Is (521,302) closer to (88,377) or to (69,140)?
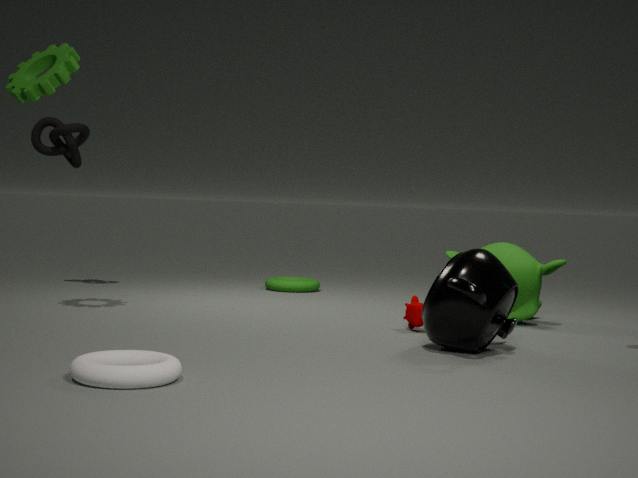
(88,377)
